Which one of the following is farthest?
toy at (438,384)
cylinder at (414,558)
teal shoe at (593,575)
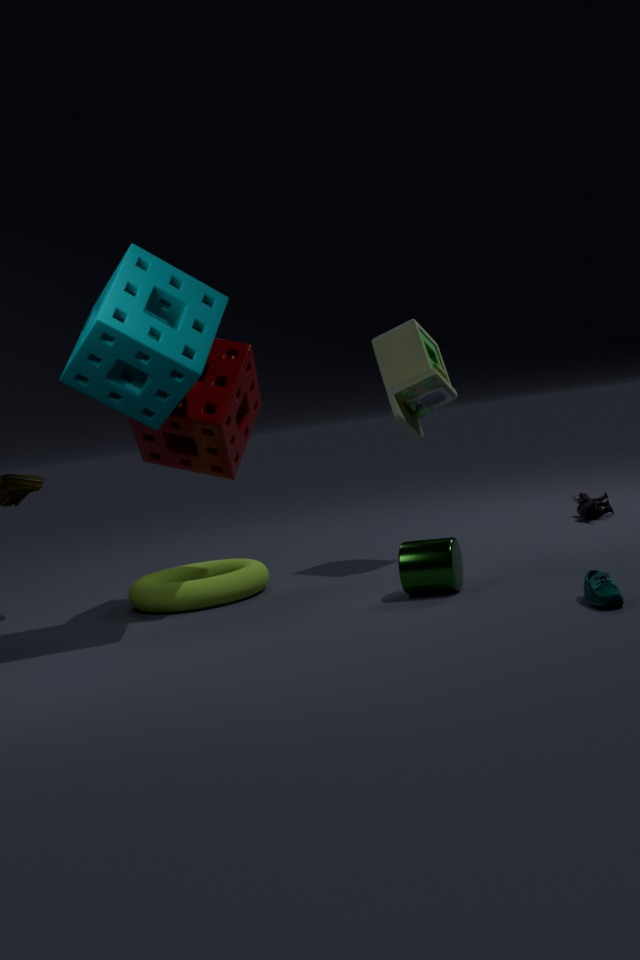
toy at (438,384)
